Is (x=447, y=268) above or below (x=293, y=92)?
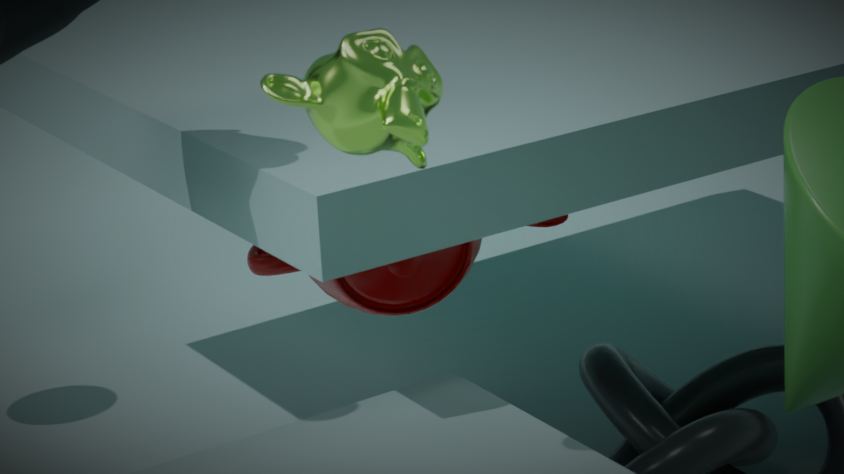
below
